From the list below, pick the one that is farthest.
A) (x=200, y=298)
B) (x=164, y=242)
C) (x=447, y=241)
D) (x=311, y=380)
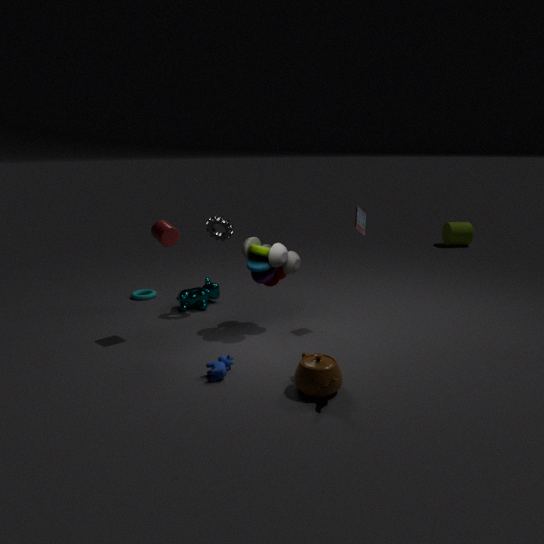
(x=447, y=241)
